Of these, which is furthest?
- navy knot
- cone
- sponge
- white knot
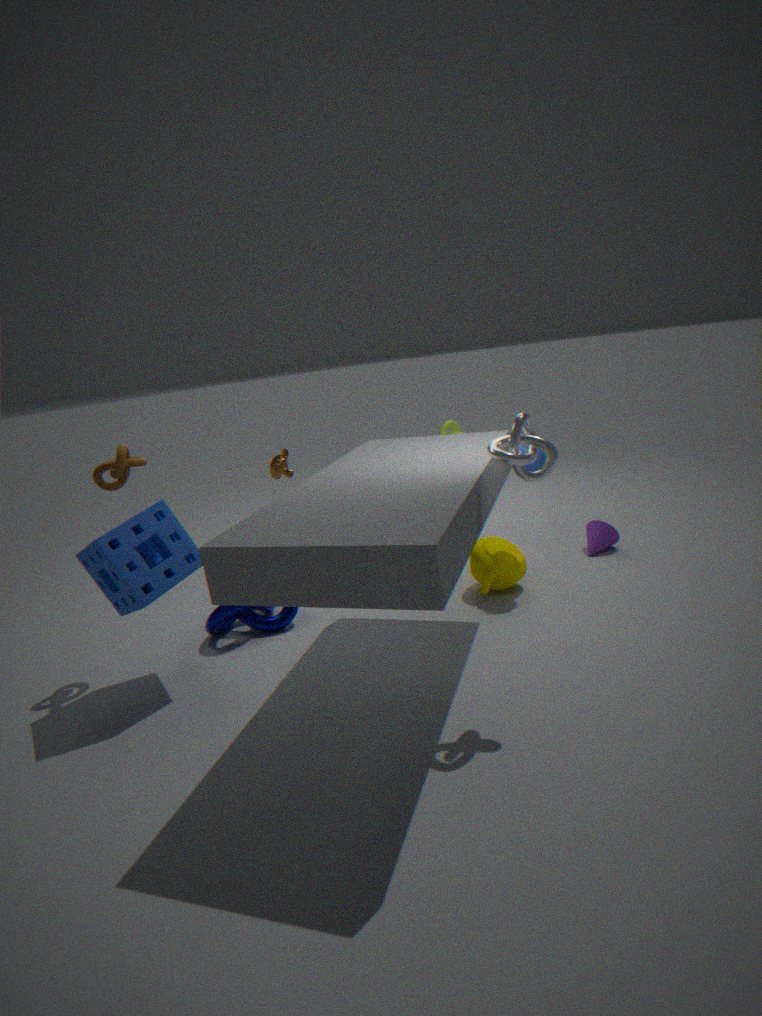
cone
